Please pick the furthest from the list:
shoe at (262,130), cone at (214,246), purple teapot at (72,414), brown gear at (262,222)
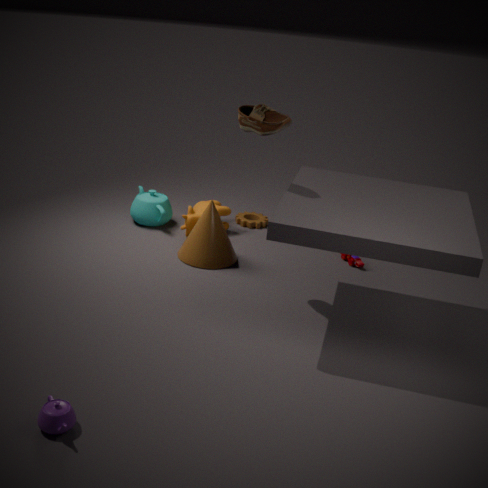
brown gear at (262,222)
